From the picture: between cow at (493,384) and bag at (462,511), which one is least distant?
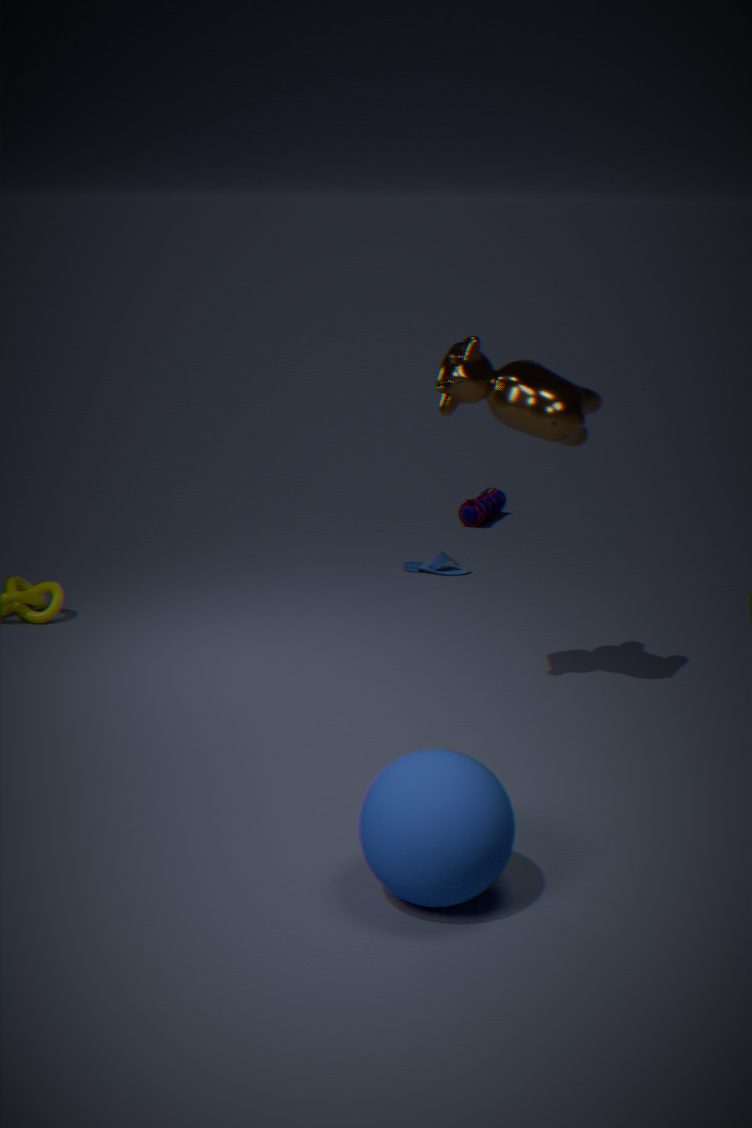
cow at (493,384)
